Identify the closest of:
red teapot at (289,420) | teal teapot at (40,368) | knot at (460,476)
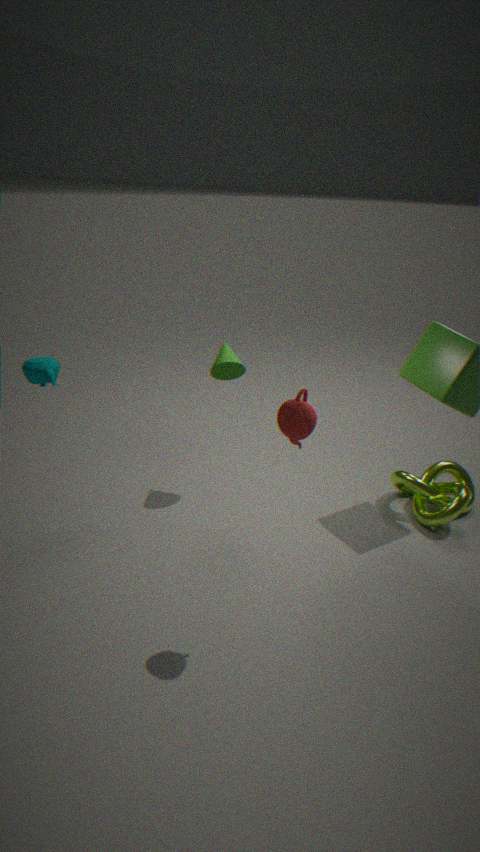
red teapot at (289,420)
